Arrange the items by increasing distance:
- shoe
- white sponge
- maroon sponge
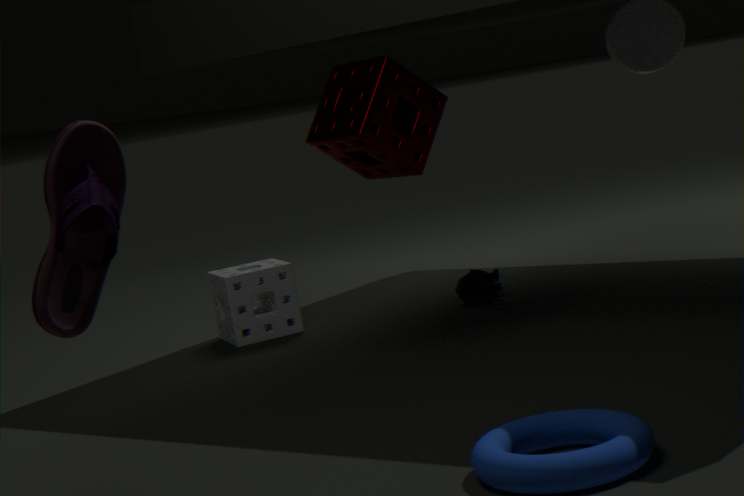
shoe, maroon sponge, white sponge
